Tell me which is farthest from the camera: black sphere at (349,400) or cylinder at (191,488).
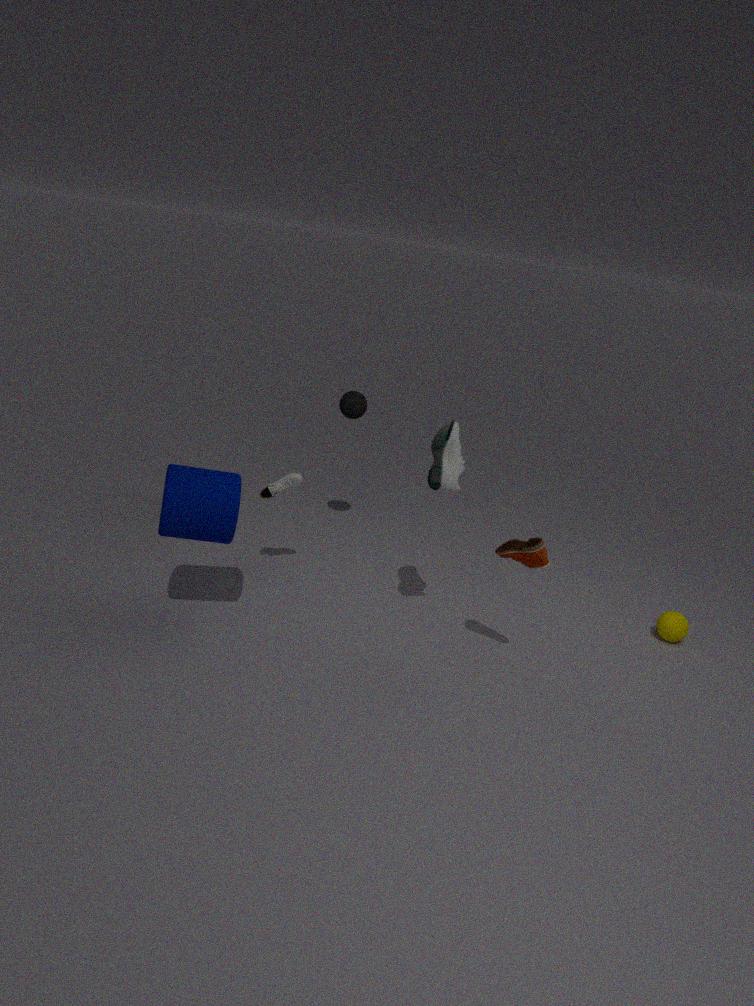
black sphere at (349,400)
